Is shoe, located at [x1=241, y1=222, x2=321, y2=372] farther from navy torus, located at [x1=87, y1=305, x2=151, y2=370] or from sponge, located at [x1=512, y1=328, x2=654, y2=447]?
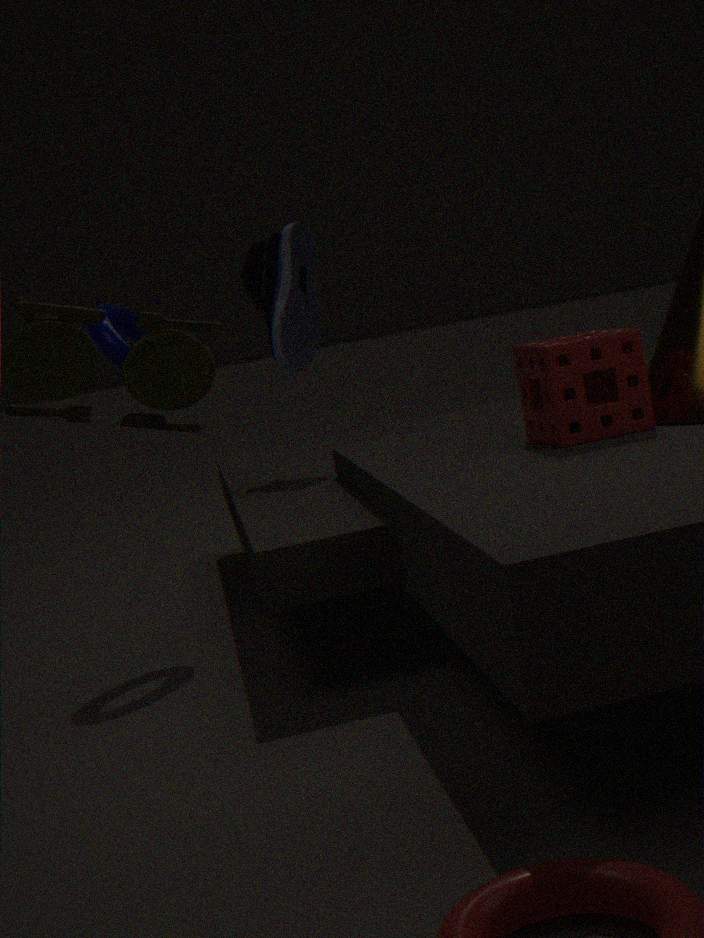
sponge, located at [x1=512, y1=328, x2=654, y2=447]
